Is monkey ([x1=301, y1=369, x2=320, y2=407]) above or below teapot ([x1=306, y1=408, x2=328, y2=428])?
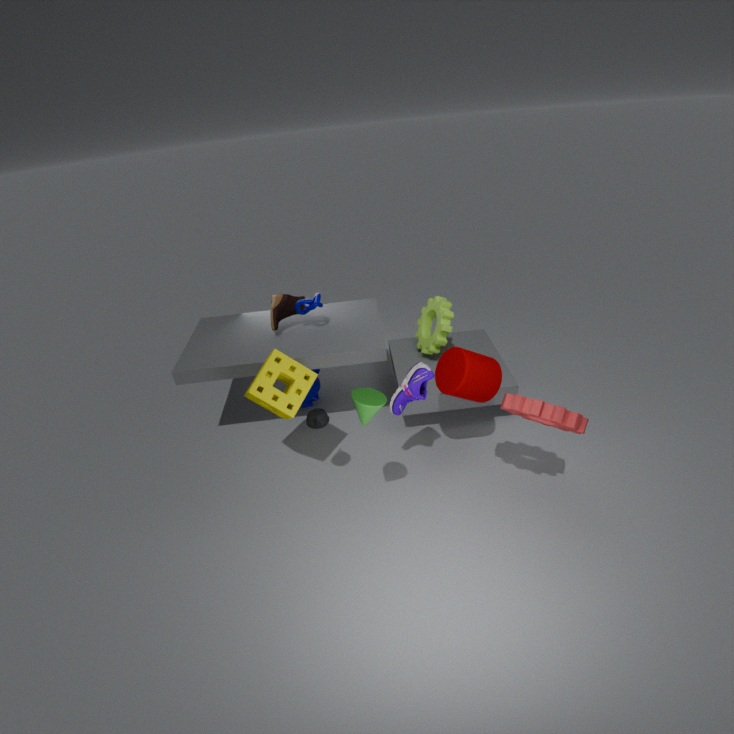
below
